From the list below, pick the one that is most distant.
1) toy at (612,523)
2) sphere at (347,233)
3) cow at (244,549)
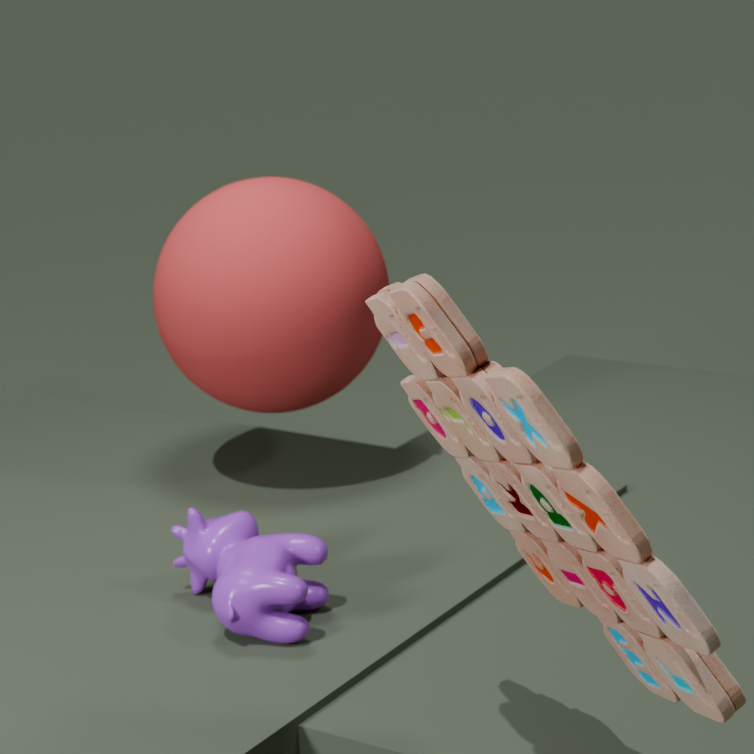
2. sphere at (347,233)
